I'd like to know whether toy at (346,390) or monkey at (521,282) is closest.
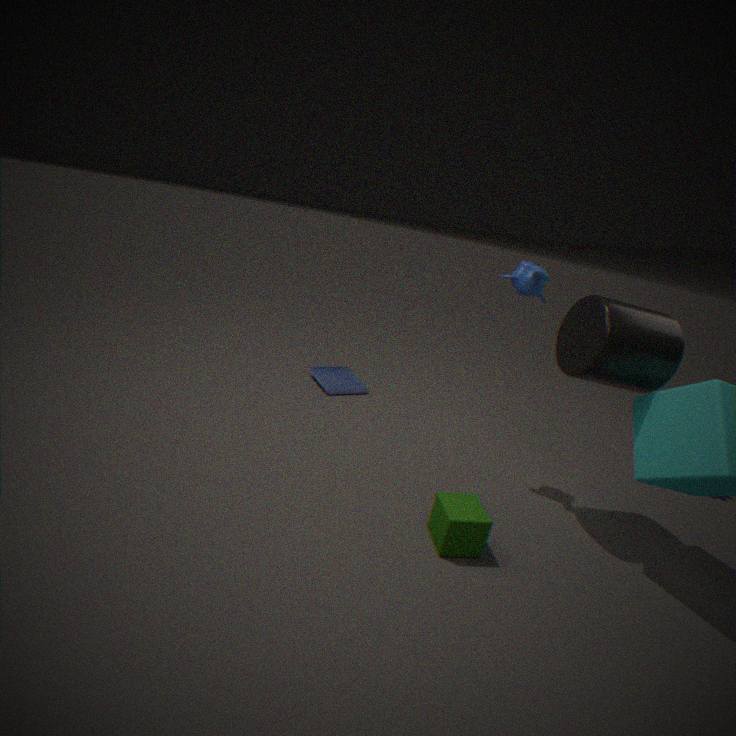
monkey at (521,282)
